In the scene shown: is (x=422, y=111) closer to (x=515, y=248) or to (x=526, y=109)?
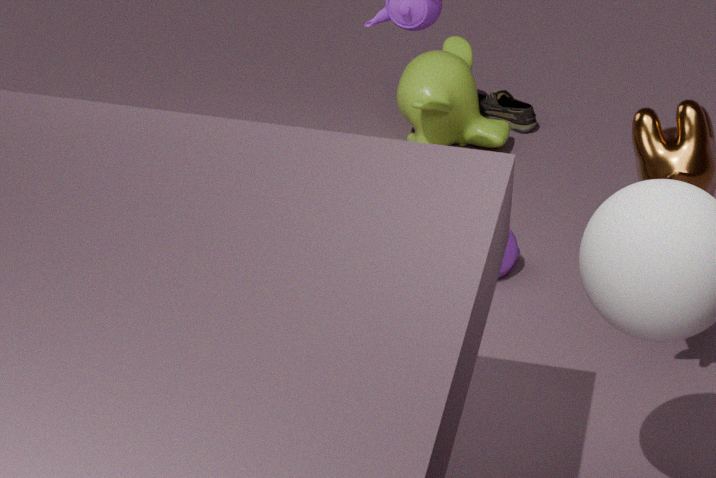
(x=526, y=109)
